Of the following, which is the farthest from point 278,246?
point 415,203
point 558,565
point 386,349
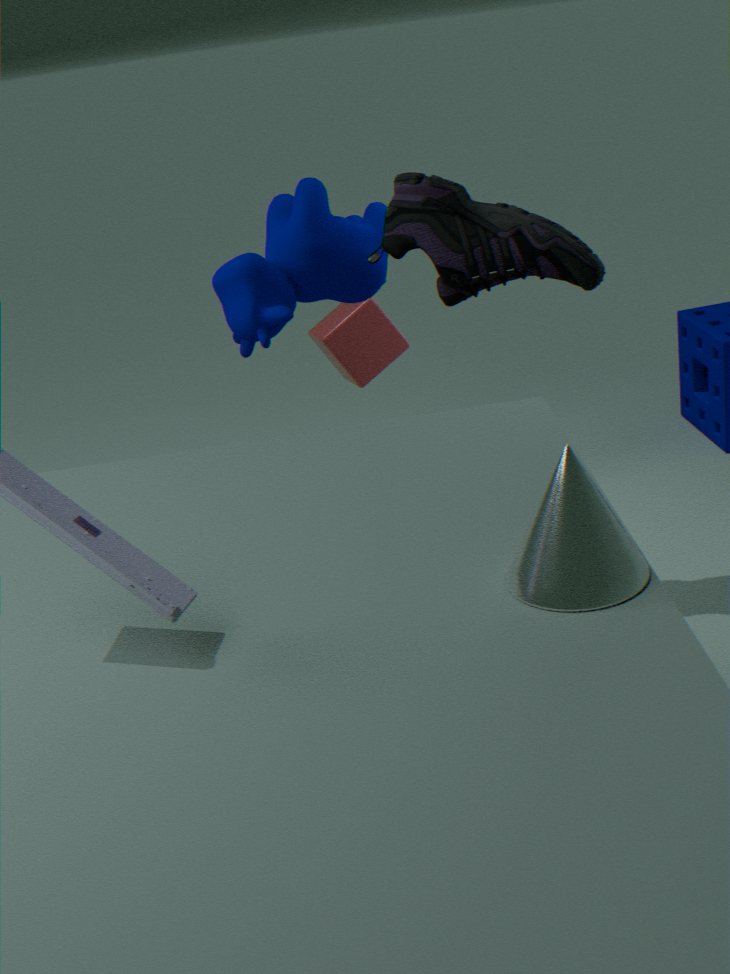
point 558,565
